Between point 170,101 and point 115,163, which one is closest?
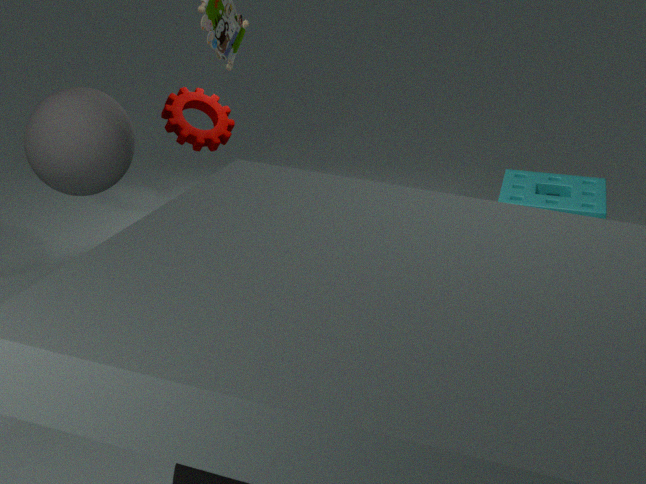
point 115,163
